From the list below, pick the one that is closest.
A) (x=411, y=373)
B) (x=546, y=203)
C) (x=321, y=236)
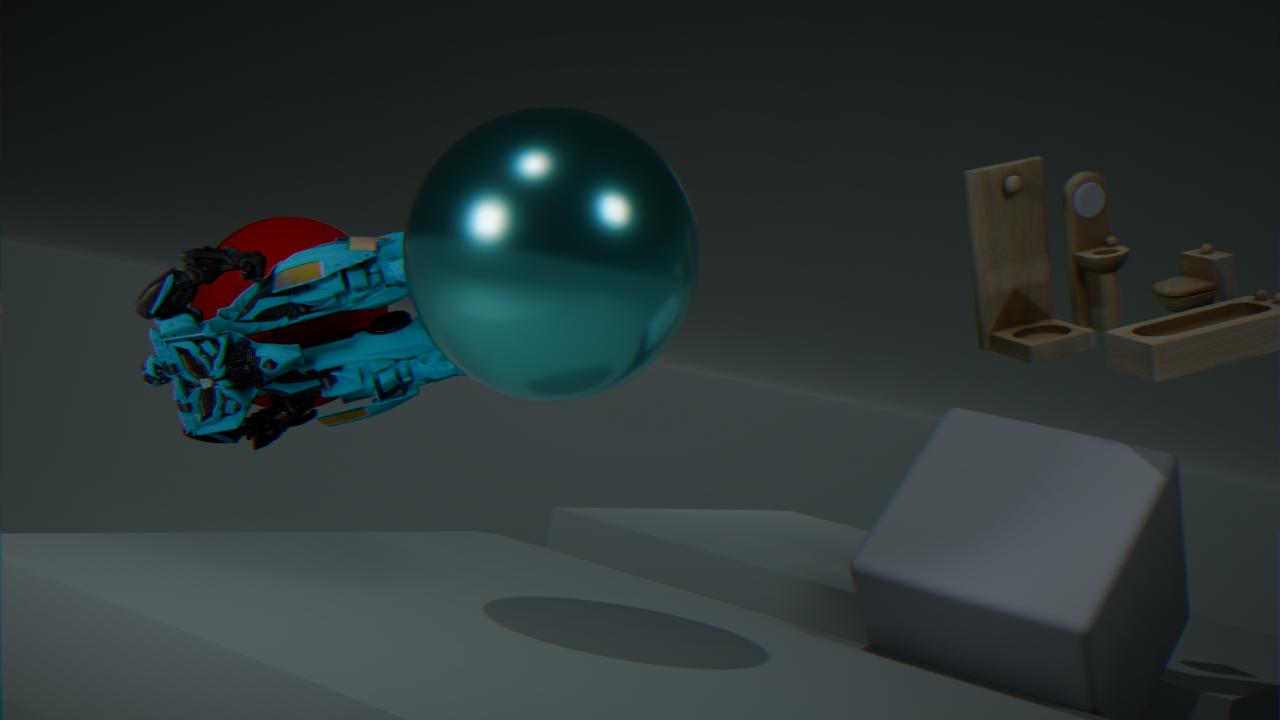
(x=546, y=203)
